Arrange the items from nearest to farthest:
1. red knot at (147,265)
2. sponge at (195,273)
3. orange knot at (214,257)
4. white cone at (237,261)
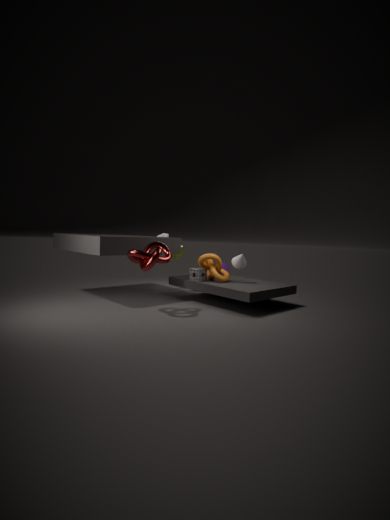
1. red knot at (147,265)
2. white cone at (237,261)
3. orange knot at (214,257)
4. sponge at (195,273)
